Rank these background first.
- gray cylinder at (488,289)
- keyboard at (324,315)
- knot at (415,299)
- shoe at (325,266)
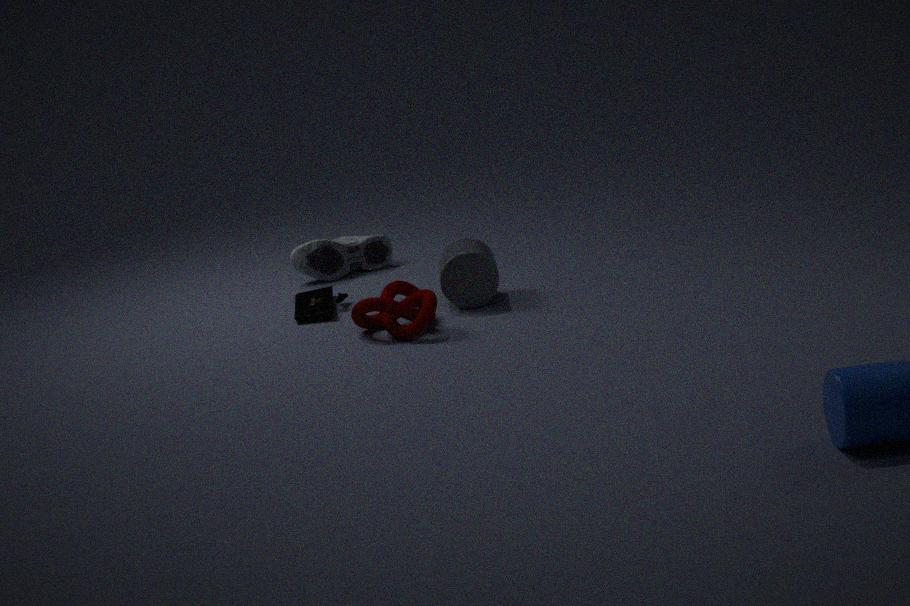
shoe at (325,266), keyboard at (324,315), gray cylinder at (488,289), knot at (415,299)
